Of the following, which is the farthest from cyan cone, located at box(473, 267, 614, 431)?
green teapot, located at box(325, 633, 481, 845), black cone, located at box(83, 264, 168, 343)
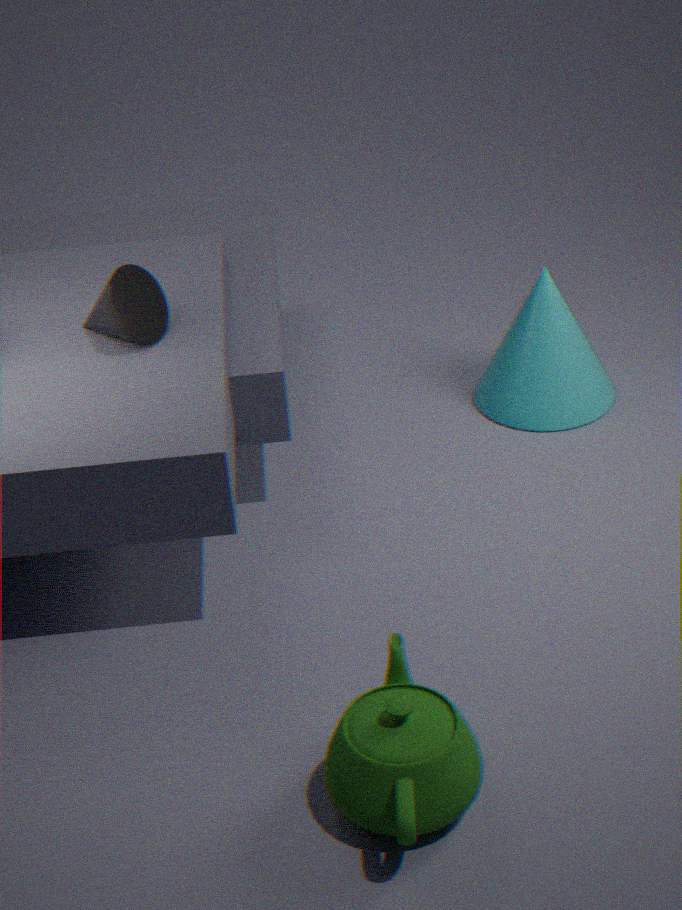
green teapot, located at box(325, 633, 481, 845)
